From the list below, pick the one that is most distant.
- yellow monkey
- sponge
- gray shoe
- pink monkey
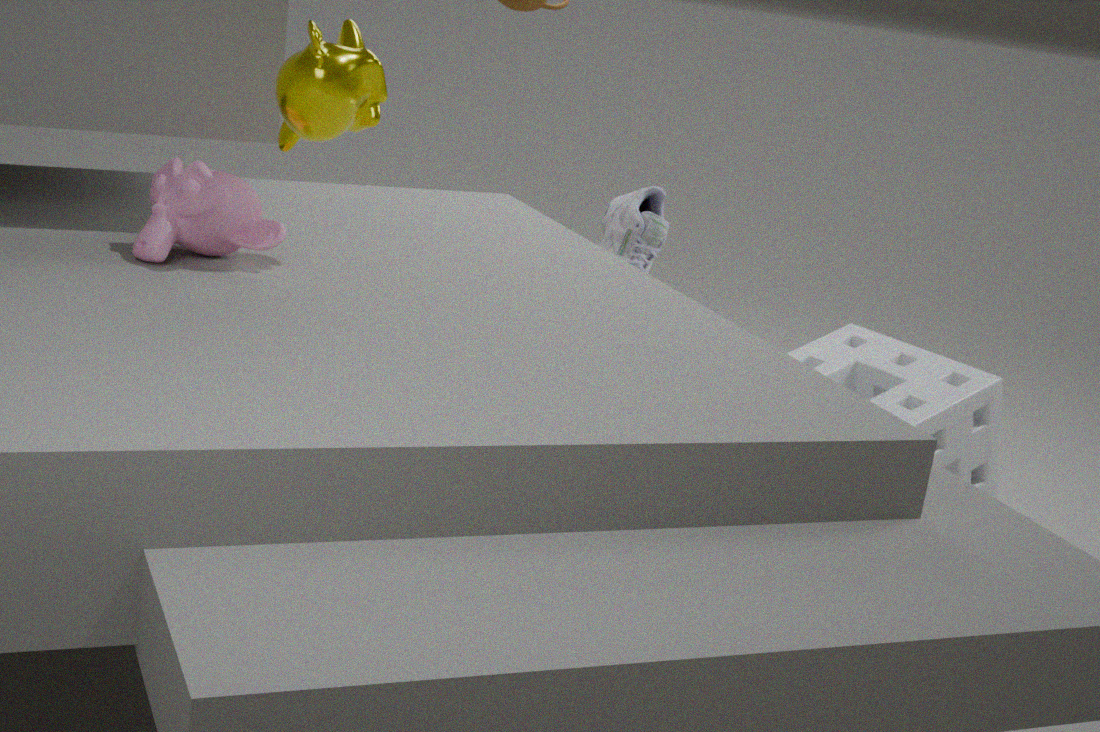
gray shoe
